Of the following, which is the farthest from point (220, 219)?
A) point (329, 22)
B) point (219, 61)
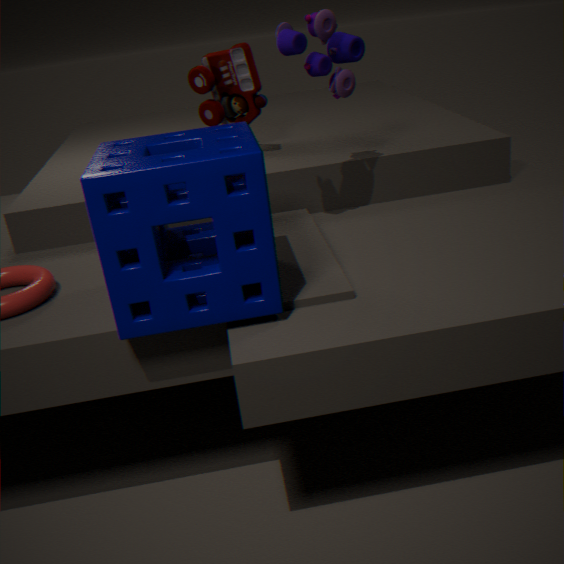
point (219, 61)
